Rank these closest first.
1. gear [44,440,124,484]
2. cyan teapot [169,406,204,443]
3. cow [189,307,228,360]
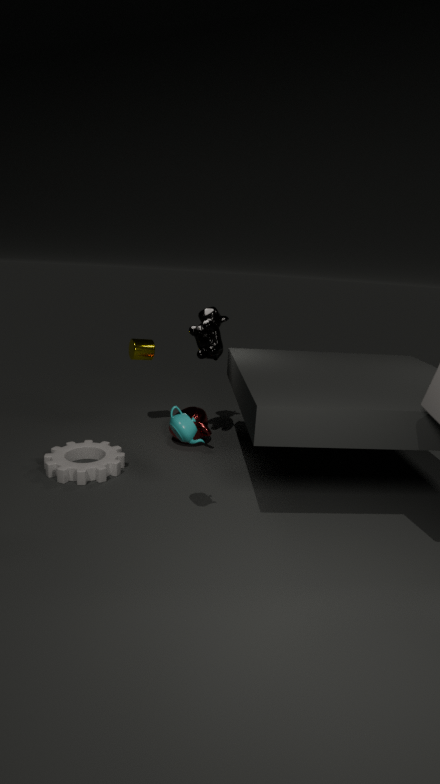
cyan teapot [169,406,204,443]
gear [44,440,124,484]
cow [189,307,228,360]
